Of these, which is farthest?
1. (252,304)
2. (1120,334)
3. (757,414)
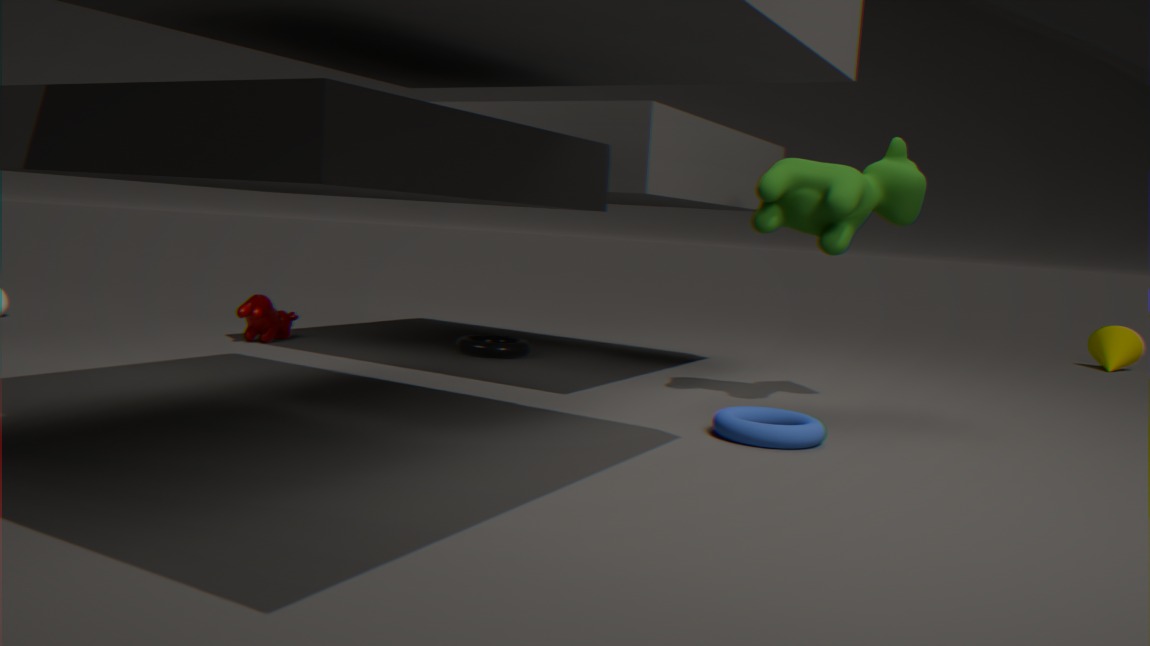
(1120,334)
